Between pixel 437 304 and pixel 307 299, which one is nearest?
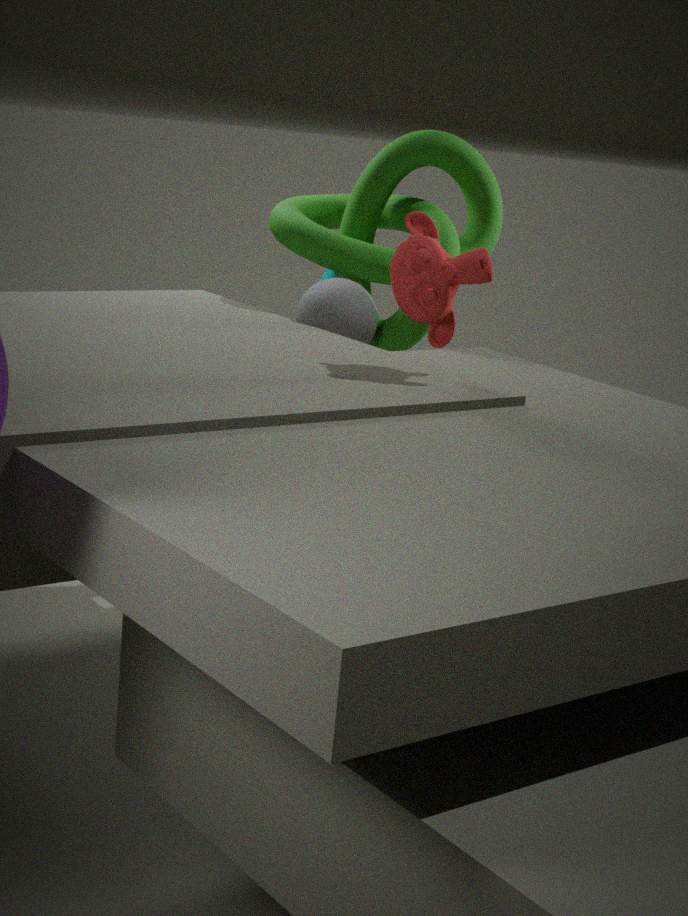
pixel 437 304
